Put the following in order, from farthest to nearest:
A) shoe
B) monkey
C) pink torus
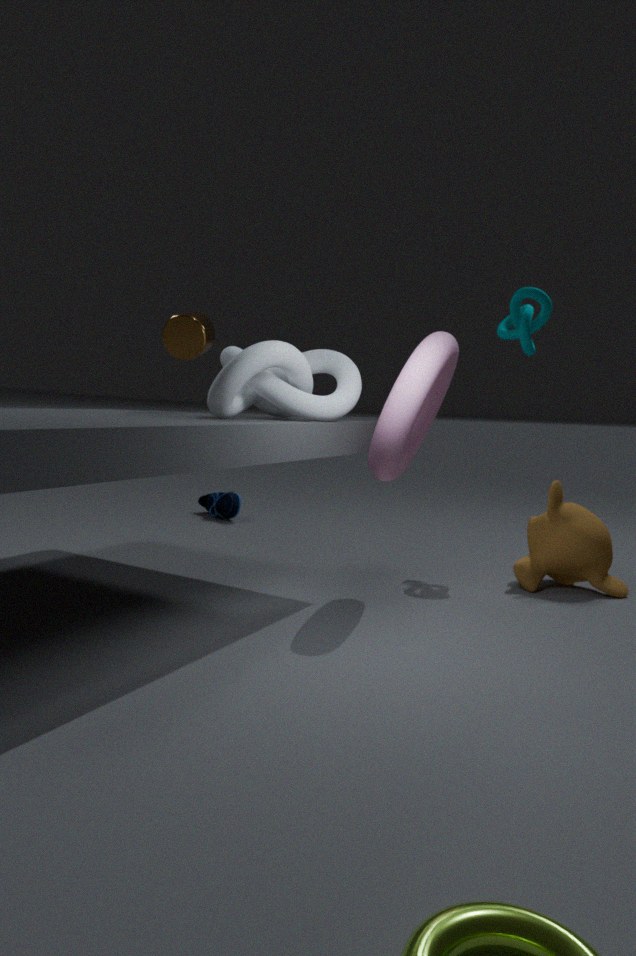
1. shoe
2. monkey
3. pink torus
